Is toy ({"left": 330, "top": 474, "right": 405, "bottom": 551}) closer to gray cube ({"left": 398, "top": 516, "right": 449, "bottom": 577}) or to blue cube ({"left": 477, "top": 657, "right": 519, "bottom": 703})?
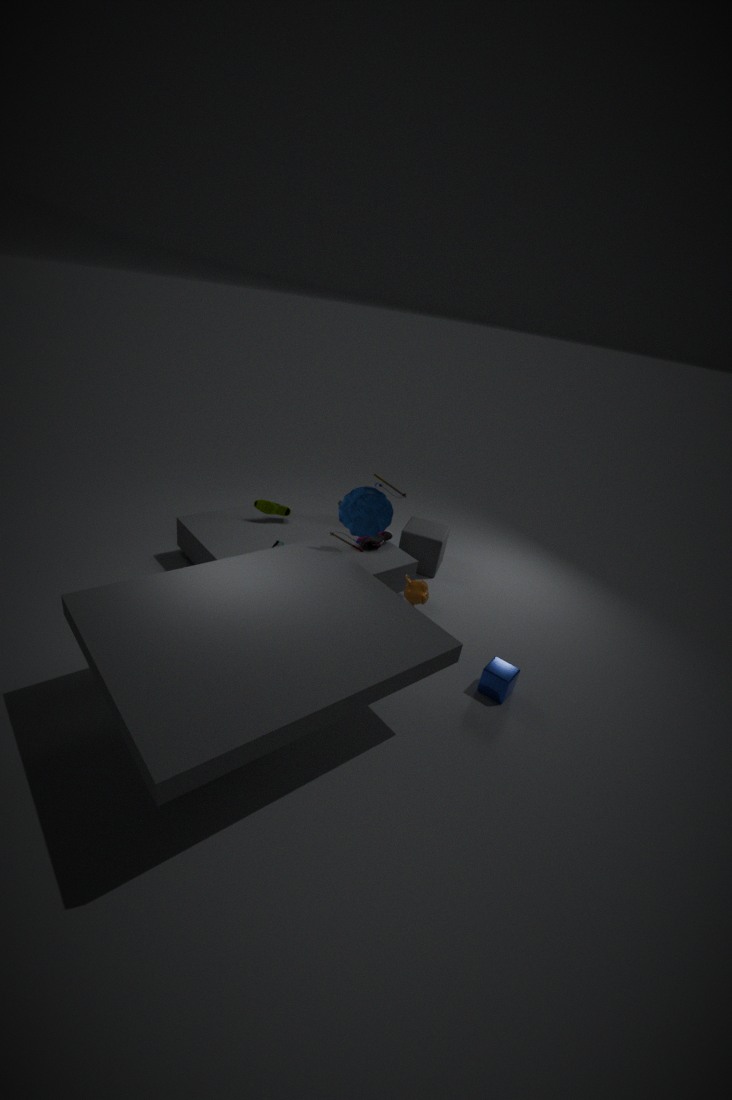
gray cube ({"left": 398, "top": 516, "right": 449, "bottom": 577})
